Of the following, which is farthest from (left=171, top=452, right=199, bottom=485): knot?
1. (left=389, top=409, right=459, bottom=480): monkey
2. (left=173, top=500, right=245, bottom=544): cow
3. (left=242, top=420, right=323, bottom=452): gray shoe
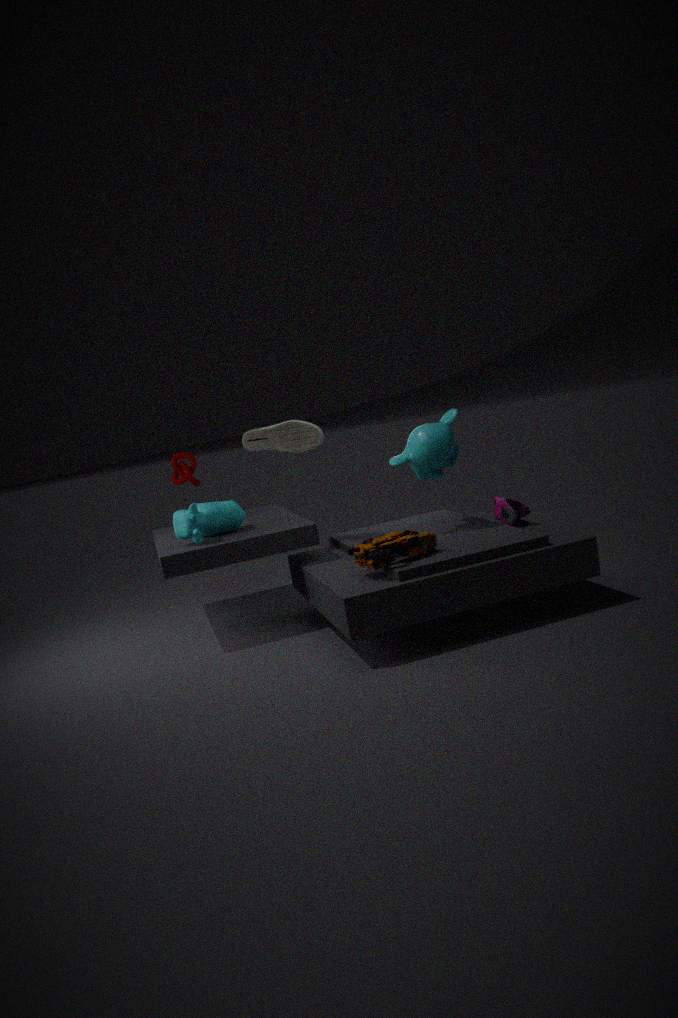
(left=389, top=409, right=459, bottom=480): monkey
